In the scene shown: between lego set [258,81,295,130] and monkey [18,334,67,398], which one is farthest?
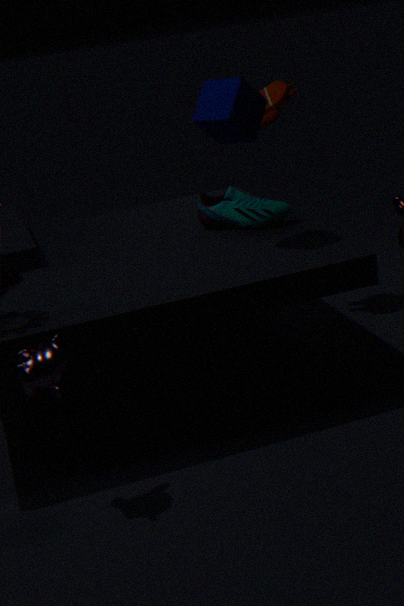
lego set [258,81,295,130]
